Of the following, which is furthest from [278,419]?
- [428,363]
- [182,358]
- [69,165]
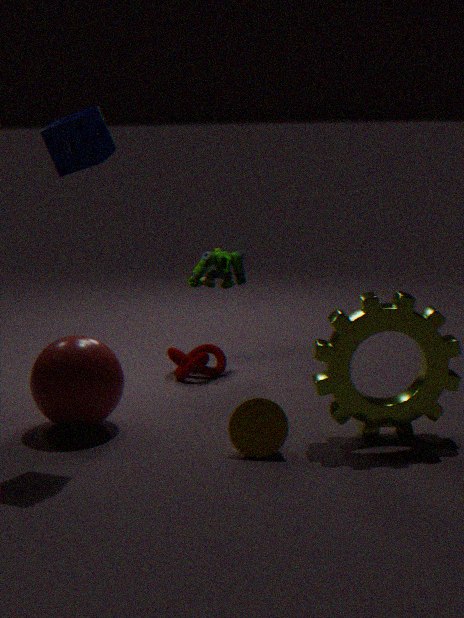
[69,165]
